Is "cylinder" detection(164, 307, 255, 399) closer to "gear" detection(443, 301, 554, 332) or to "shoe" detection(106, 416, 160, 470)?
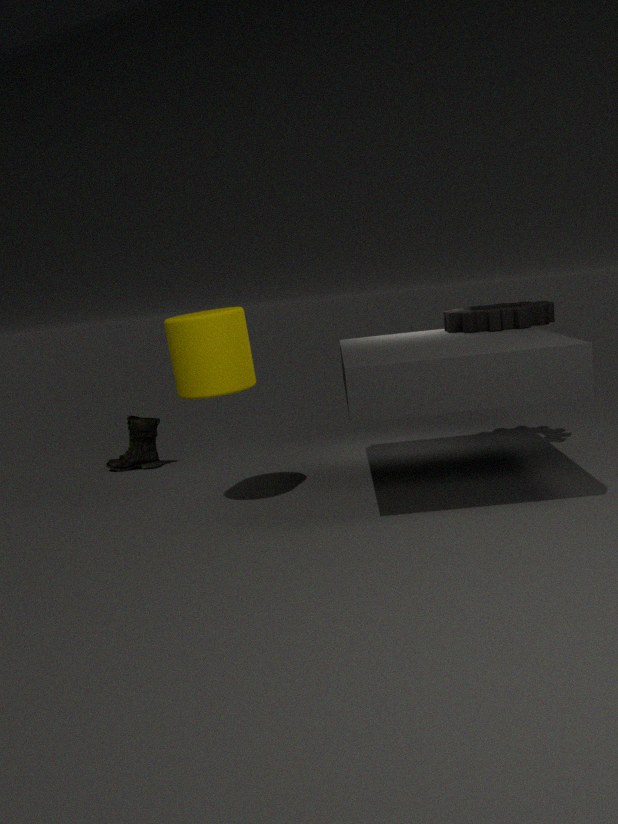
"shoe" detection(106, 416, 160, 470)
